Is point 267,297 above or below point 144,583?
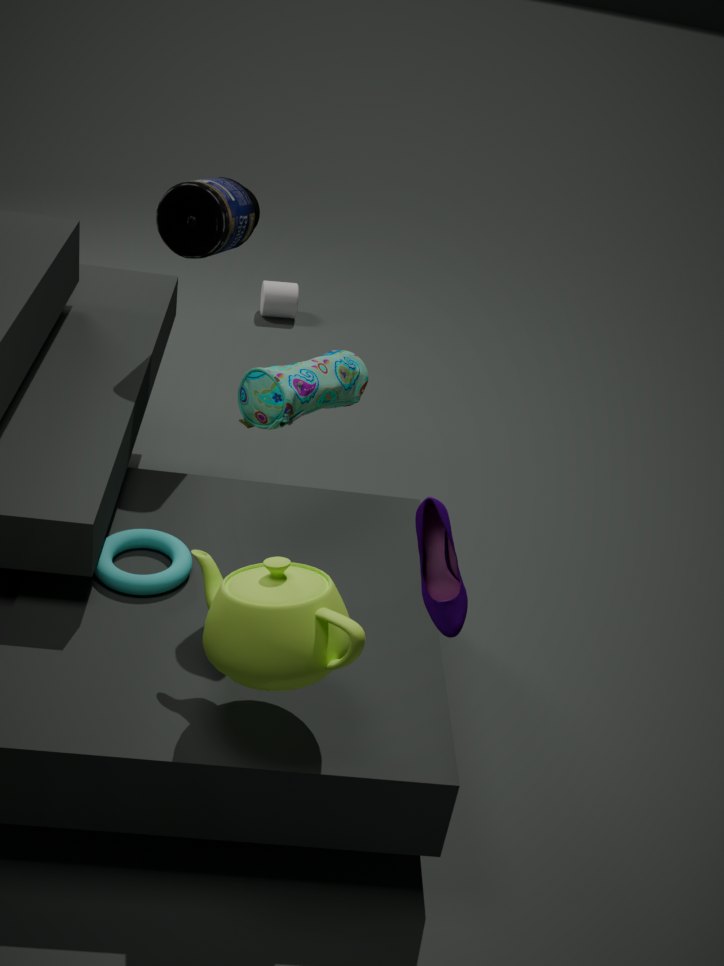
below
